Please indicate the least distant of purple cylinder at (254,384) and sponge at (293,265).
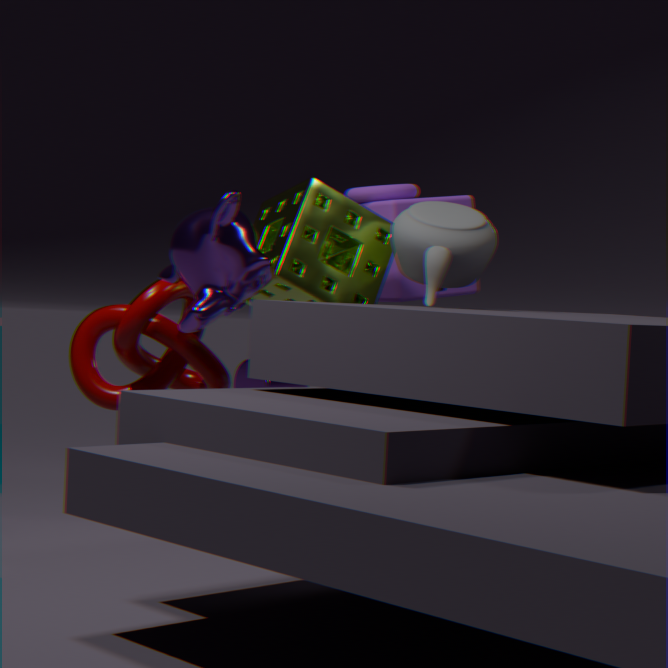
sponge at (293,265)
